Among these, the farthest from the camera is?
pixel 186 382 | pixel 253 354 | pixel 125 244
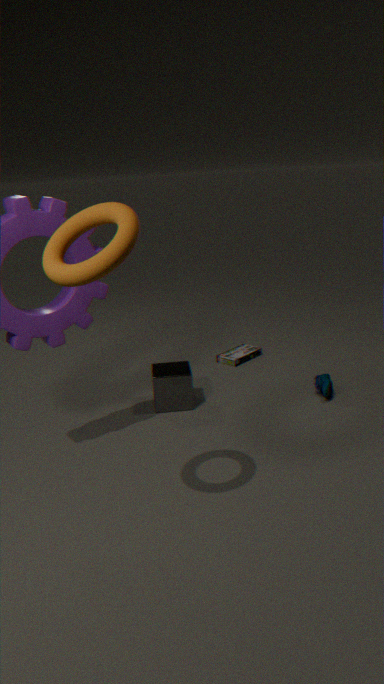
pixel 253 354
